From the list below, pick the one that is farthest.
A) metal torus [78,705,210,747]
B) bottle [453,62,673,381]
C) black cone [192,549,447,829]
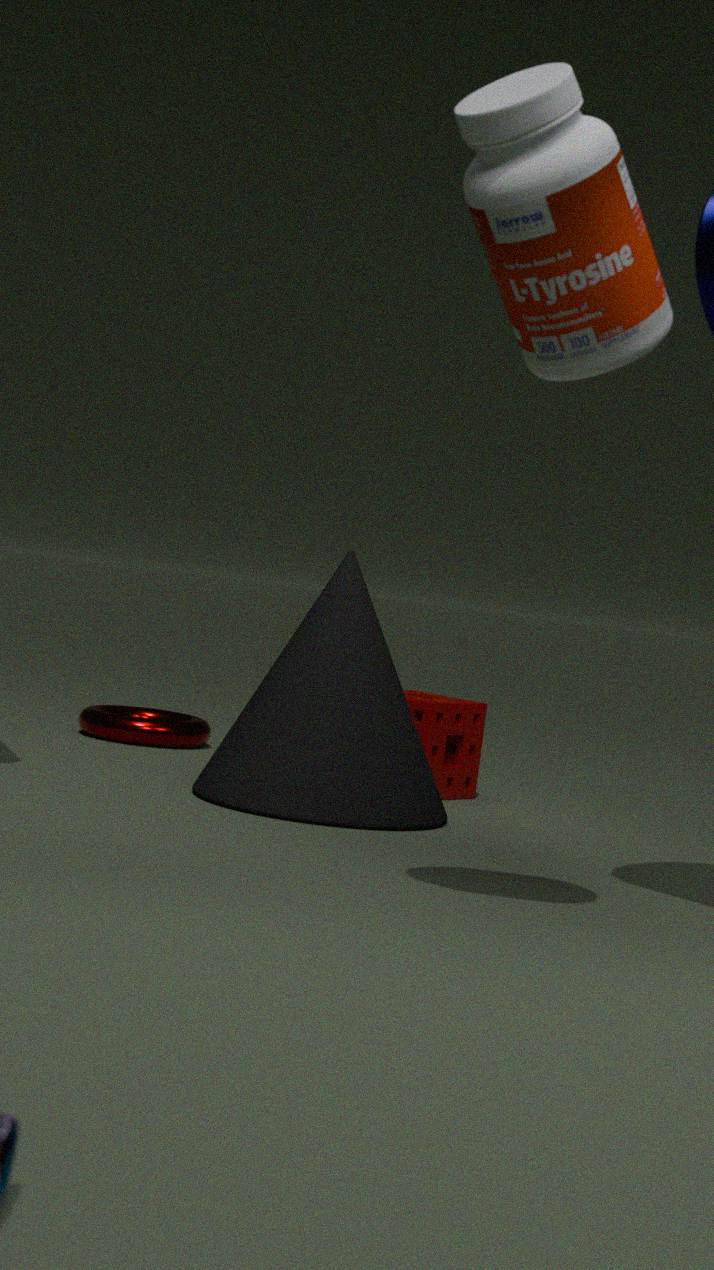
metal torus [78,705,210,747]
